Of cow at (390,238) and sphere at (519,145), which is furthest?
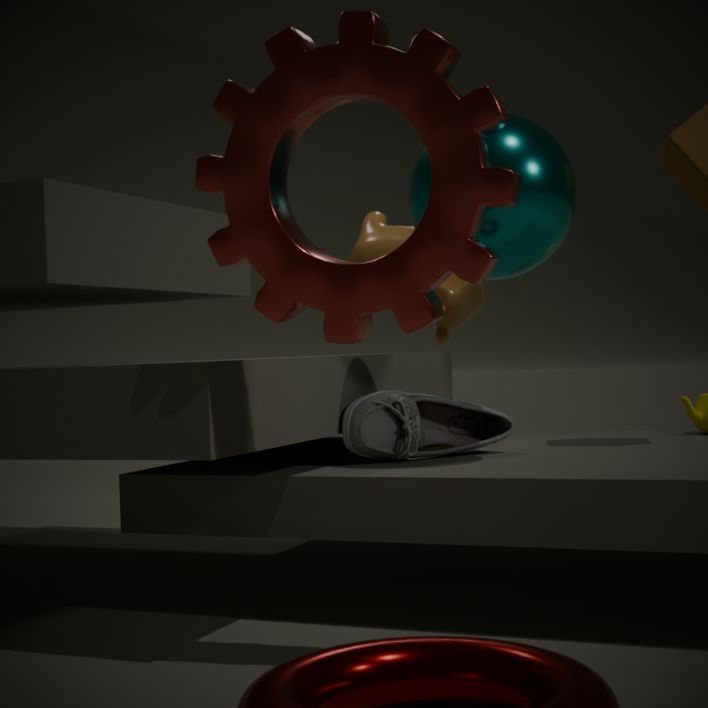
cow at (390,238)
